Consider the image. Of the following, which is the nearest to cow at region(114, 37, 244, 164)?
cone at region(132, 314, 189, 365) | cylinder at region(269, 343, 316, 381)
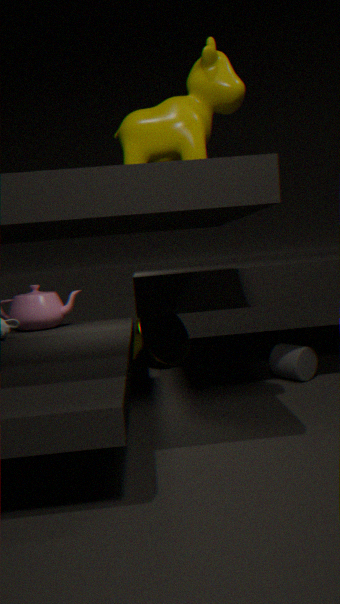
cylinder at region(269, 343, 316, 381)
